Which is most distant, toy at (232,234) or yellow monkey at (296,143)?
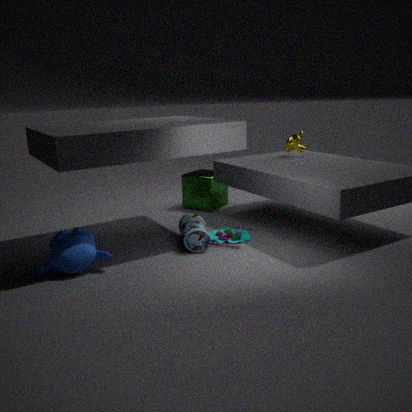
yellow monkey at (296,143)
